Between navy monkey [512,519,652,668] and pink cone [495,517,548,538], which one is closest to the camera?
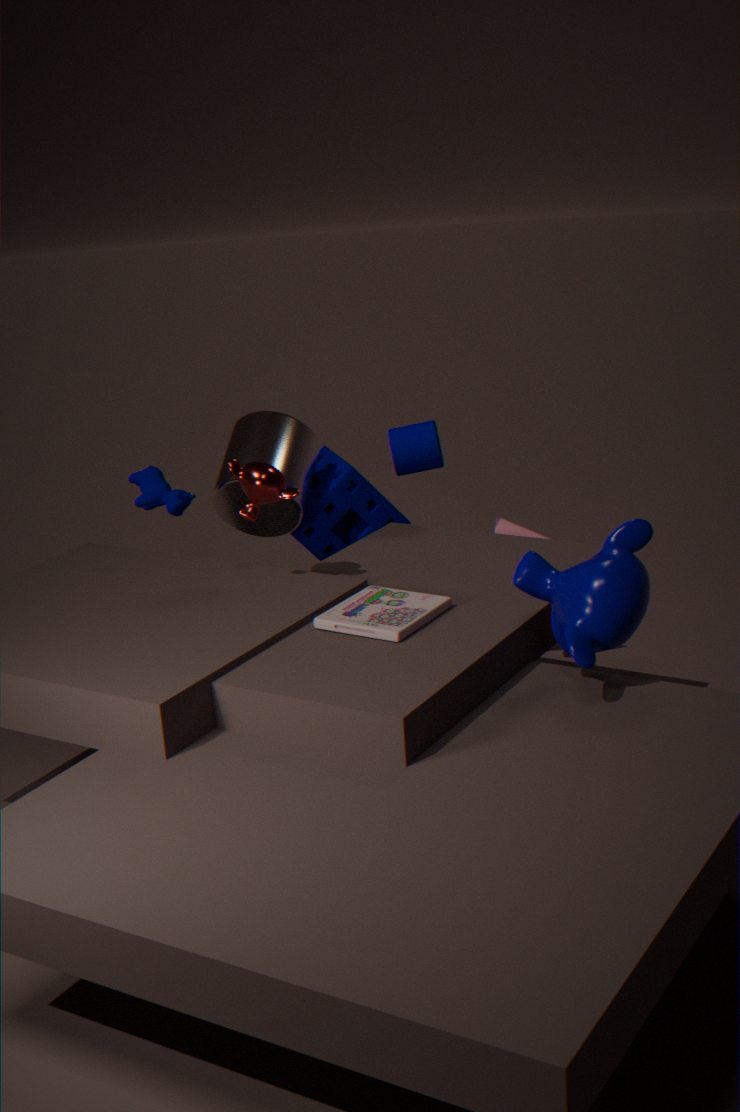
navy monkey [512,519,652,668]
